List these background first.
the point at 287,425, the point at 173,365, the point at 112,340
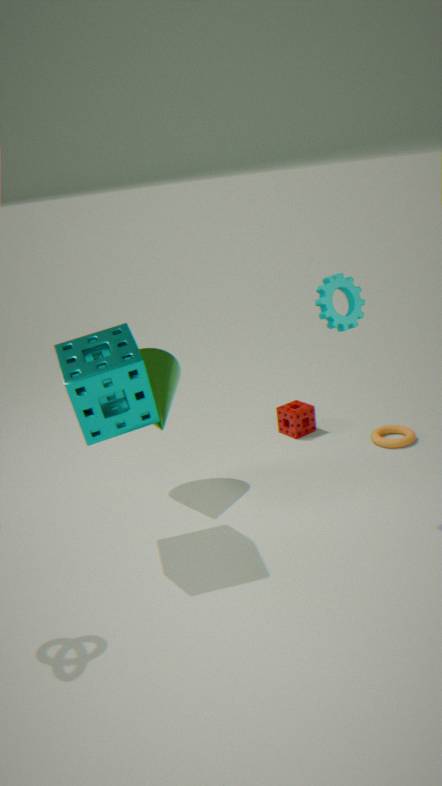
the point at 287,425 < the point at 173,365 < the point at 112,340
